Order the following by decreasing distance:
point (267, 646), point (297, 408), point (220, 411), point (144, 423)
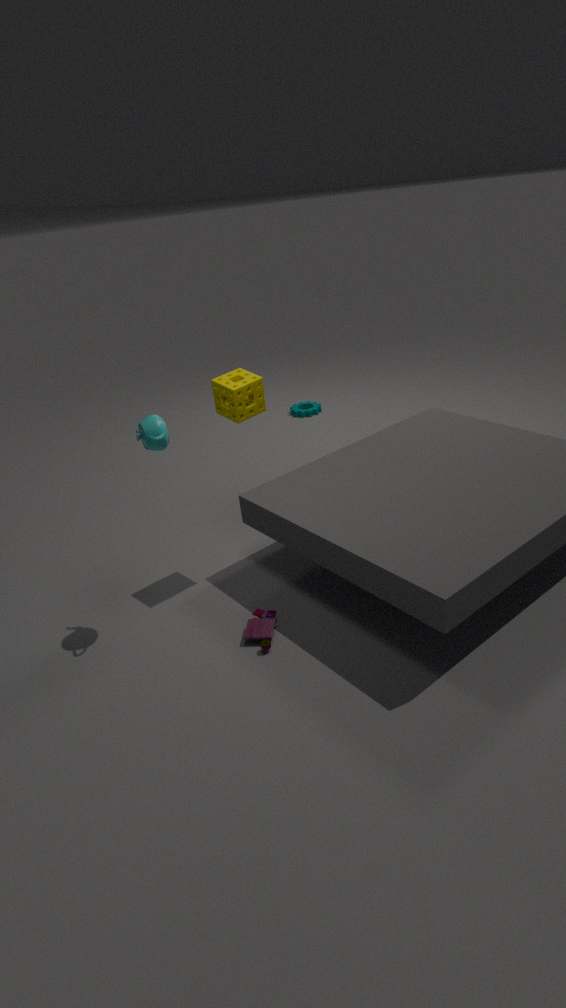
1. point (297, 408)
2. point (220, 411)
3. point (267, 646)
4. point (144, 423)
